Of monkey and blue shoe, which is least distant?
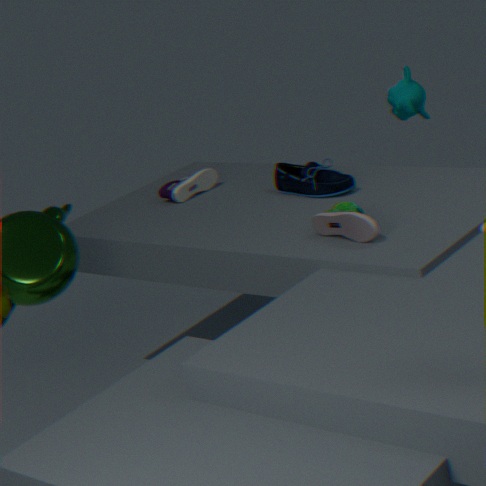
blue shoe
